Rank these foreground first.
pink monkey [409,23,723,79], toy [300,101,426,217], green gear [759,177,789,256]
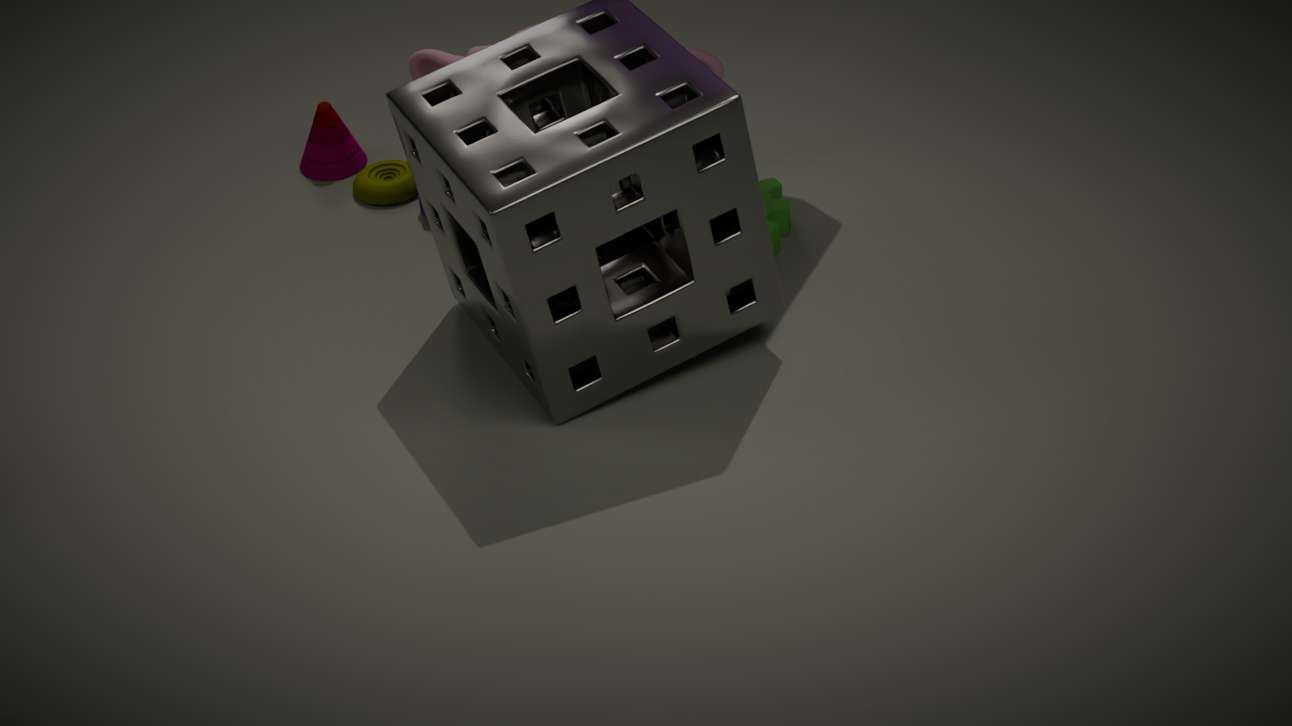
green gear [759,177,789,256] < pink monkey [409,23,723,79] < toy [300,101,426,217]
